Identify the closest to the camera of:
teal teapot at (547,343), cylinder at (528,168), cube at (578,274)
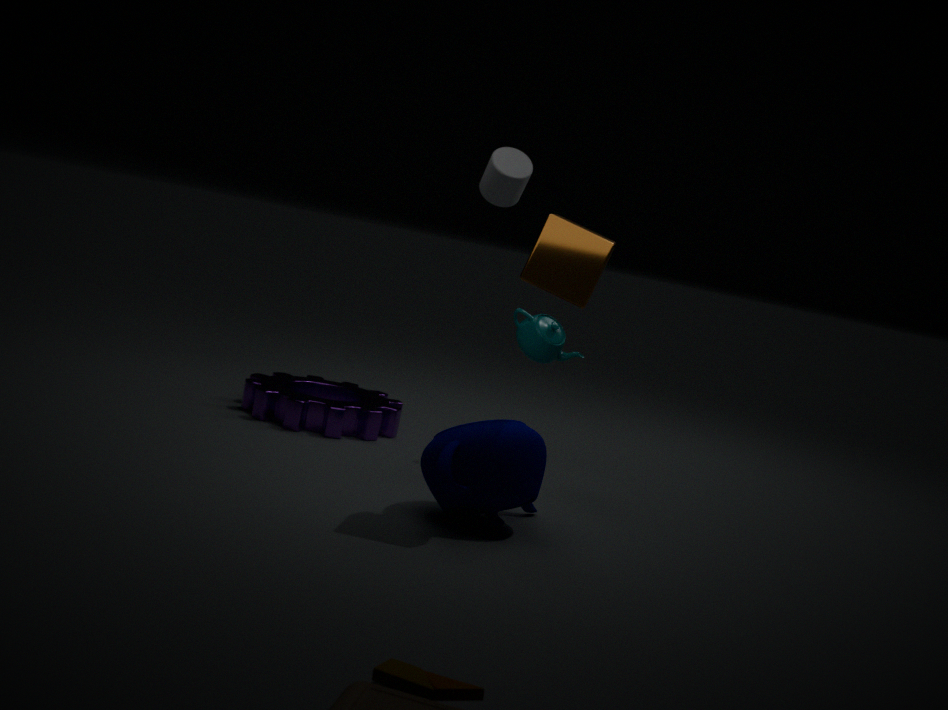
cube at (578,274)
